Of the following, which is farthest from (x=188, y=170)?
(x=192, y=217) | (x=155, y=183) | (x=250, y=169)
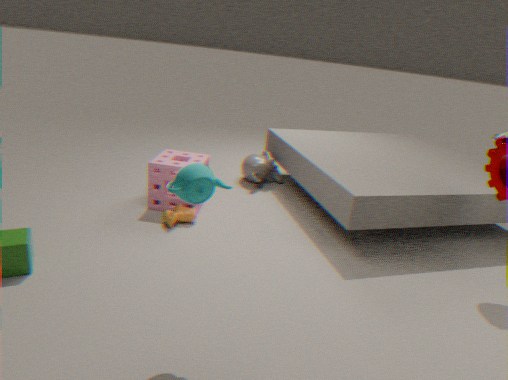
(x=250, y=169)
